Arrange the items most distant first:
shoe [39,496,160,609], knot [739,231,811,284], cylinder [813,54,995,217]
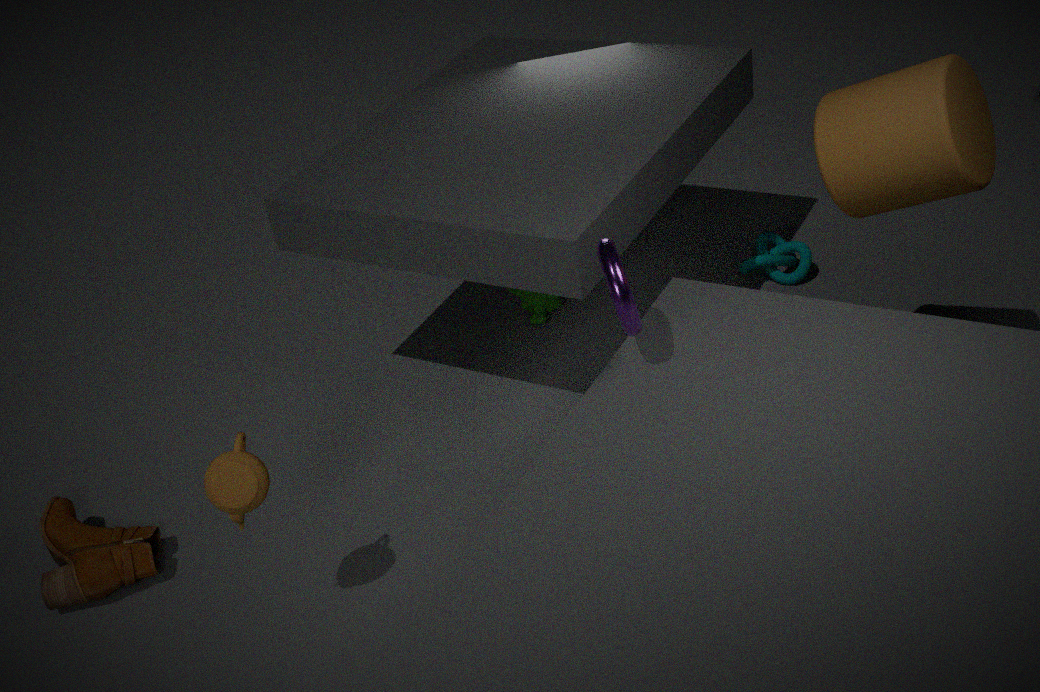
1. knot [739,231,811,284]
2. shoe [39,496,160,609]
3. cylinder [813,54,995,217]
